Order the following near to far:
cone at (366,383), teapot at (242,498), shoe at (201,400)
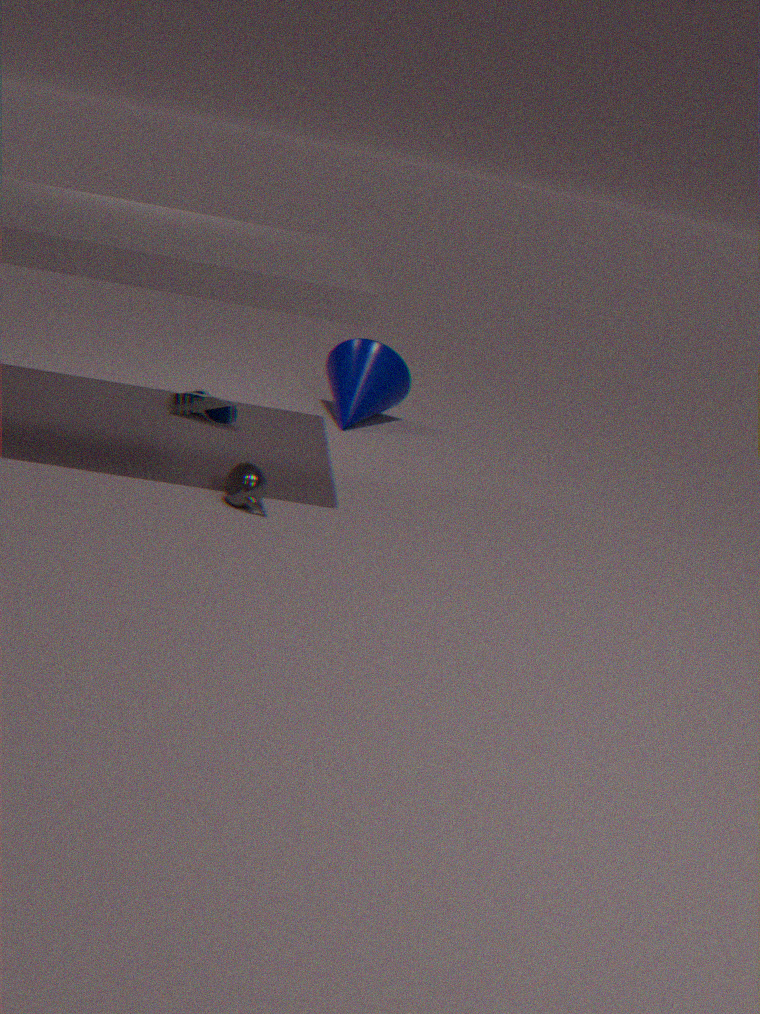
teapot at (242,498) < shoe at (201,400) < cone at (366,383)
